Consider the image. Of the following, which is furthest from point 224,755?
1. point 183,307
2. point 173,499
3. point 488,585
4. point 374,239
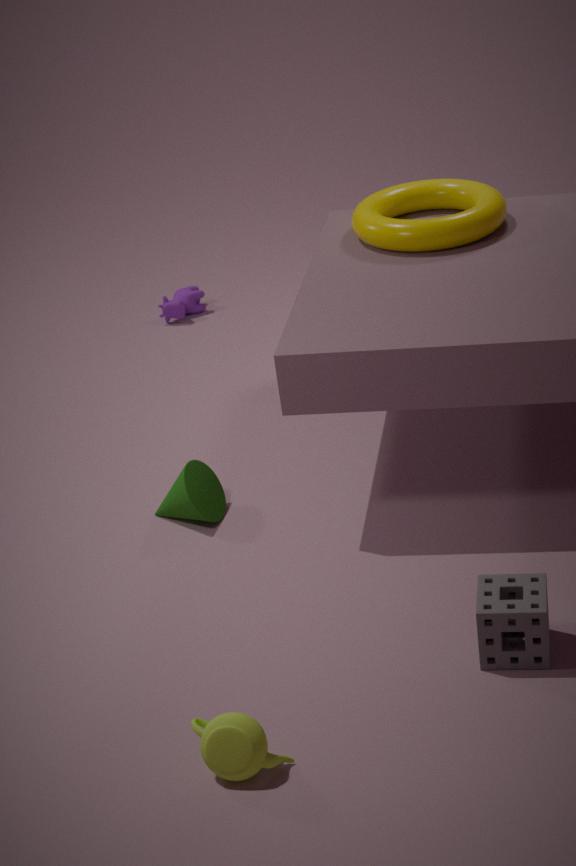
point 183,307
